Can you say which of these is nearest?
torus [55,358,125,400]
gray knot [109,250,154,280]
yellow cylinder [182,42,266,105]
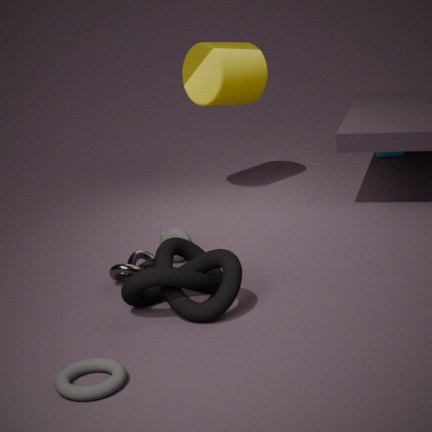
torus [55,358,125,400]
